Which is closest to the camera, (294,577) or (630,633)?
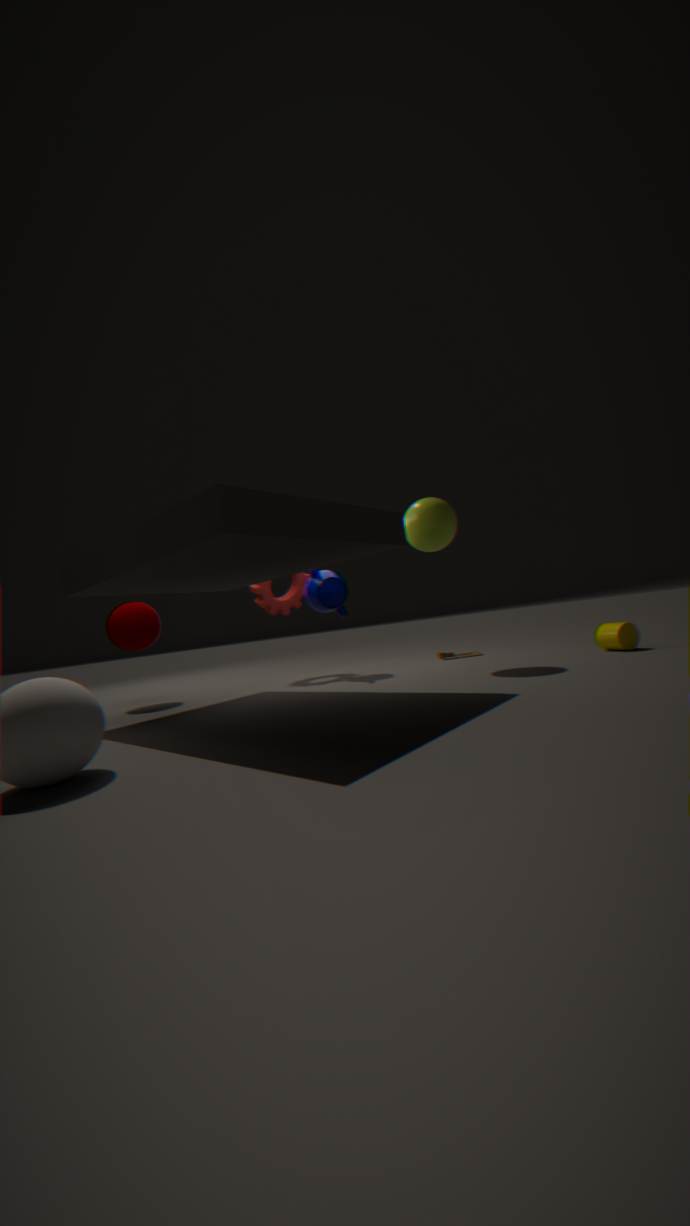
(630,633)
